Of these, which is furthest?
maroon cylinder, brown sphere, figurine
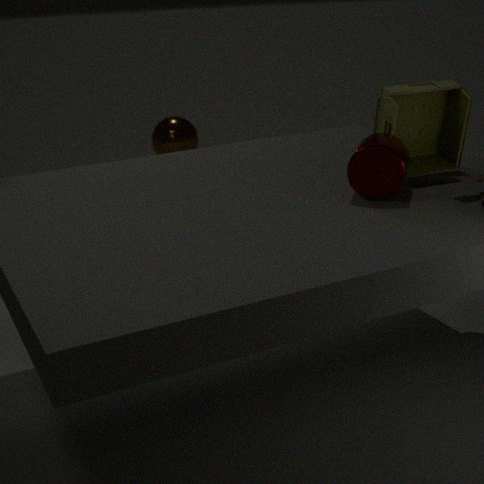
brown sphere
